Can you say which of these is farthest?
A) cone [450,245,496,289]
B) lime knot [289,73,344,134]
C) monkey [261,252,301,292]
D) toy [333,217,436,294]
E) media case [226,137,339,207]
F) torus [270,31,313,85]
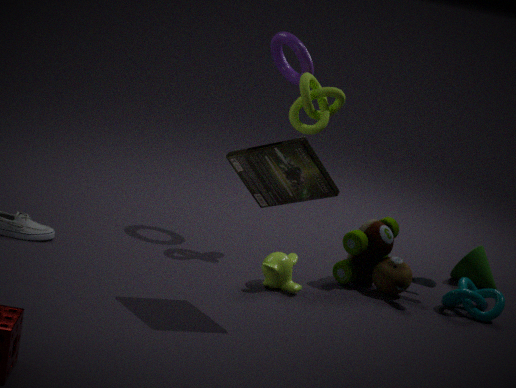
cone [450,245,496,289]
